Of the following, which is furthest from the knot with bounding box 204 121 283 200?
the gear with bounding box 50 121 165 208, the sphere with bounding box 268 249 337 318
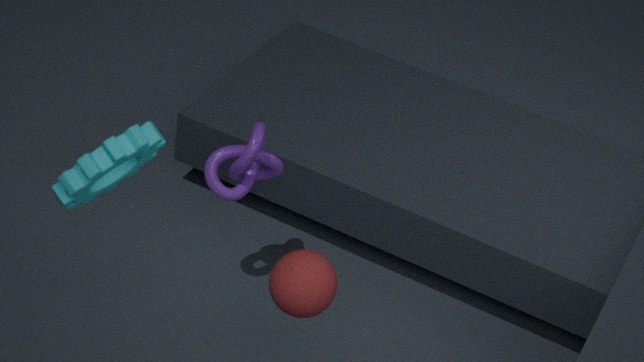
the gear with bounding box 50 121 165 208
